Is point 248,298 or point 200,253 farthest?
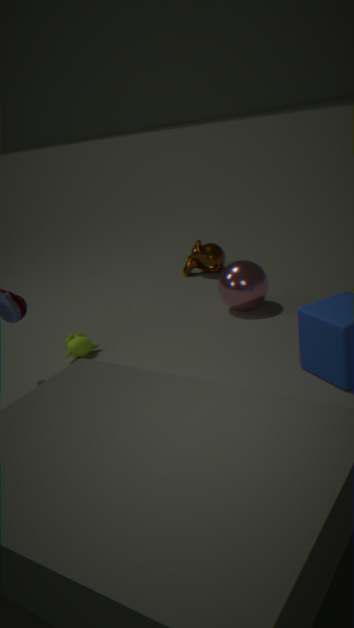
point 200,253
